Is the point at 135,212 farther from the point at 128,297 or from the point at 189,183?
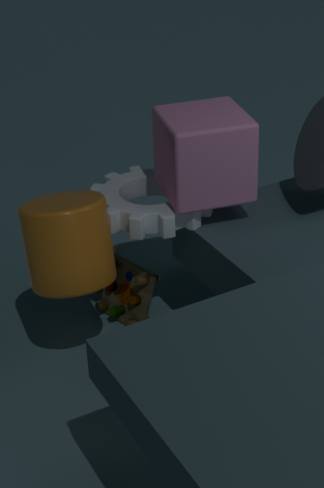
the point at 128,297
